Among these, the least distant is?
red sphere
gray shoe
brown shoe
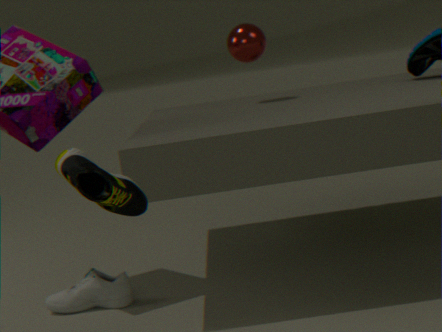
brown shoe
